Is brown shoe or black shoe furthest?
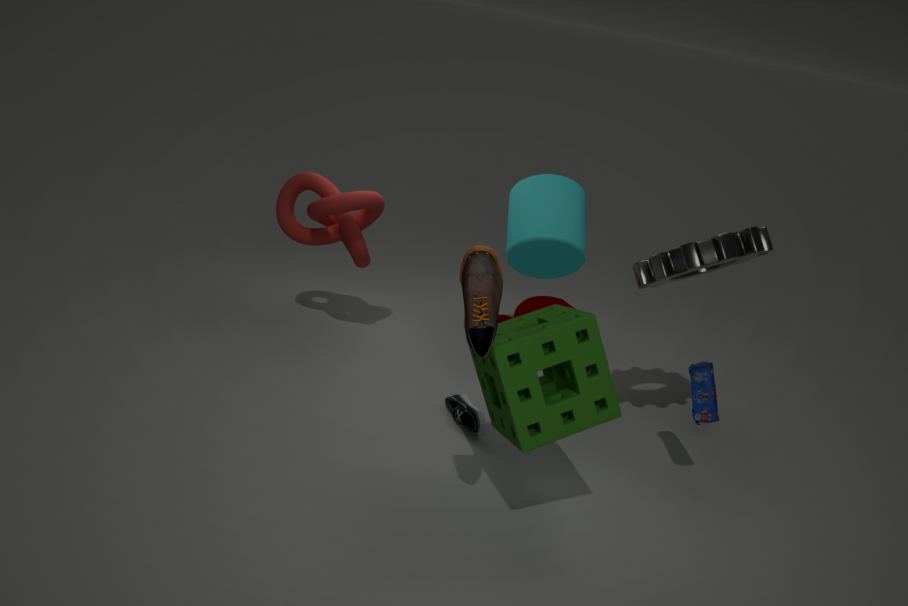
black shoe
